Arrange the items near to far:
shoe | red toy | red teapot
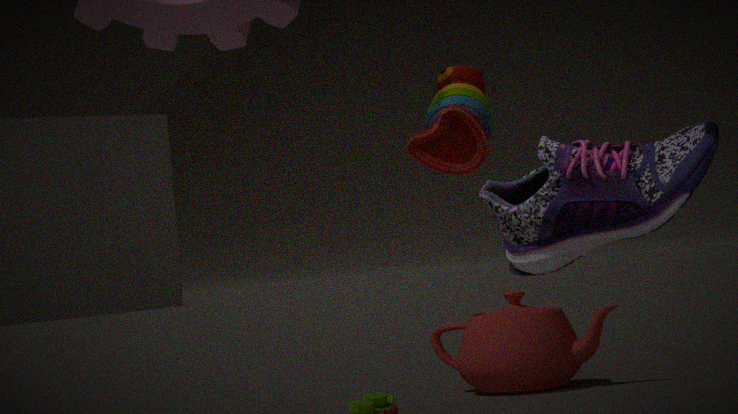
1. shoe
2. red toy
3. red teapot
